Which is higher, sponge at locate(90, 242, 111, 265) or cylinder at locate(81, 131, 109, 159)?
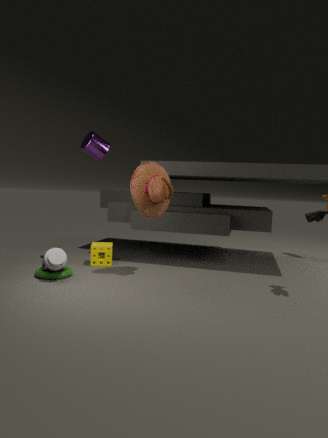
cylinder at locate(81, 131, 109, 159)
